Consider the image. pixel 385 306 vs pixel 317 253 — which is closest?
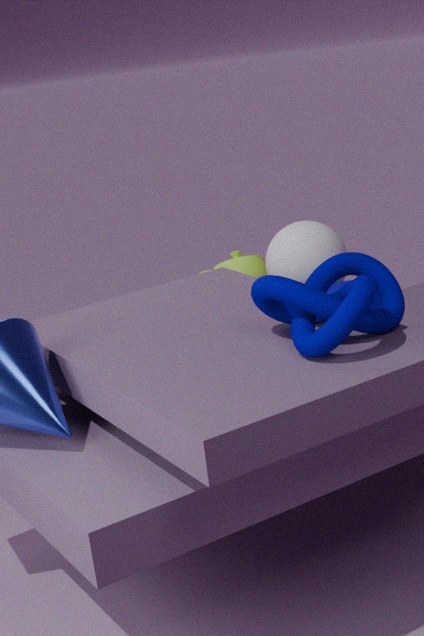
pixel 385 306
